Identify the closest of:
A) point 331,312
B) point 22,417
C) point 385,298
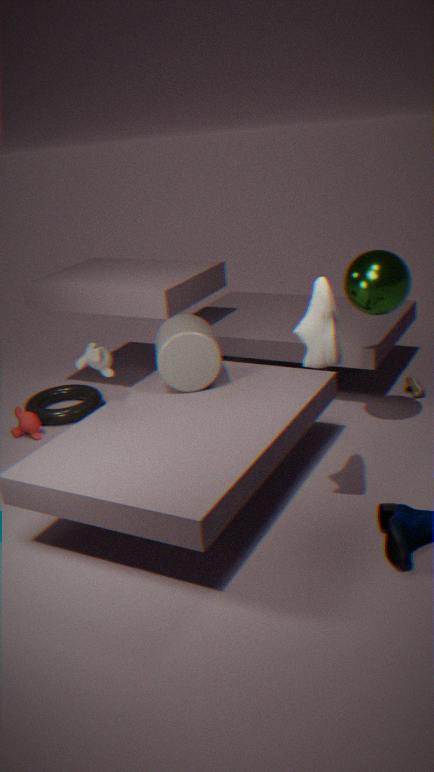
point 331,312
